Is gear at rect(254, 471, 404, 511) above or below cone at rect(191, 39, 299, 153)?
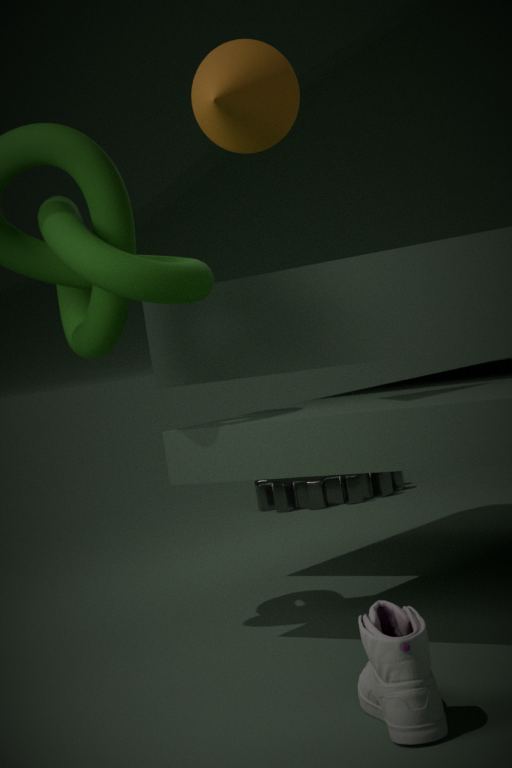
below
